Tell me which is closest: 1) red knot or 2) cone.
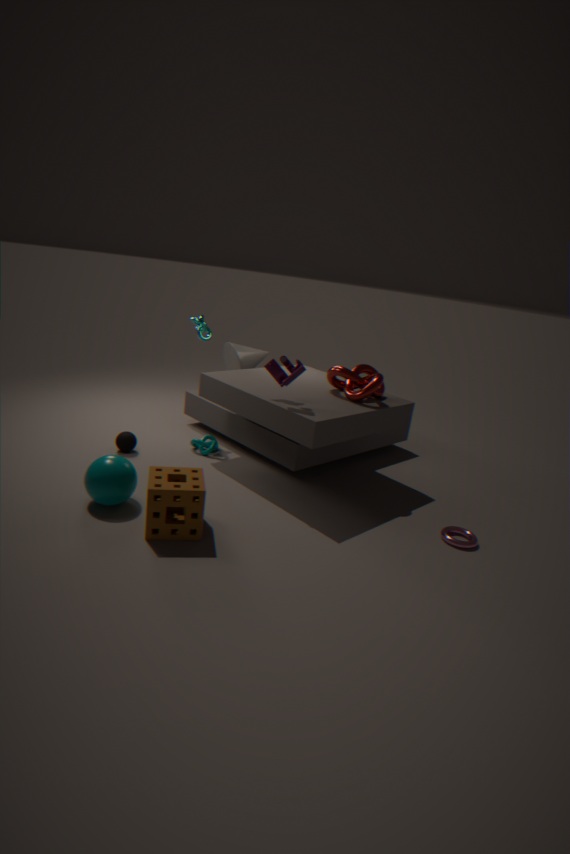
1. red knot
